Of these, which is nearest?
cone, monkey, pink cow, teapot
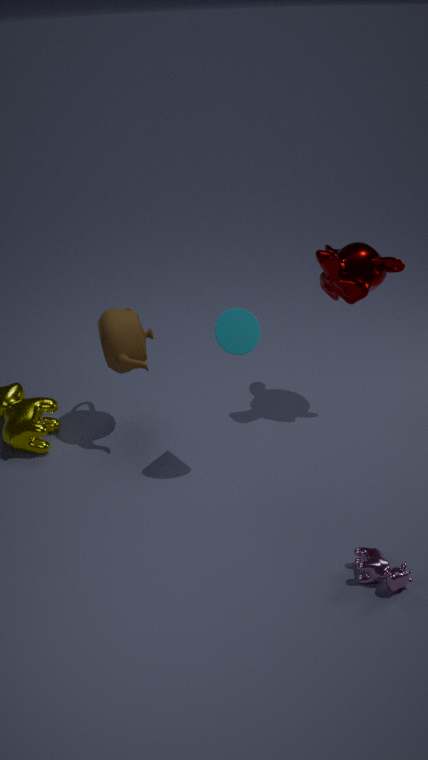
pink cow
